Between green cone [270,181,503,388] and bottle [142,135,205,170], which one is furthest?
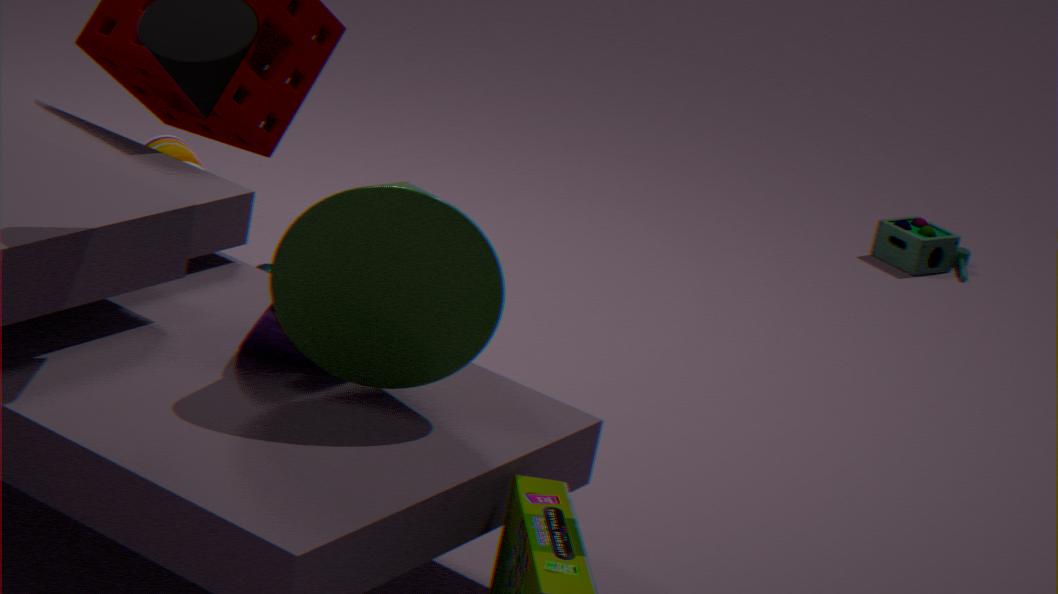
bottle [142,135,205,170]
